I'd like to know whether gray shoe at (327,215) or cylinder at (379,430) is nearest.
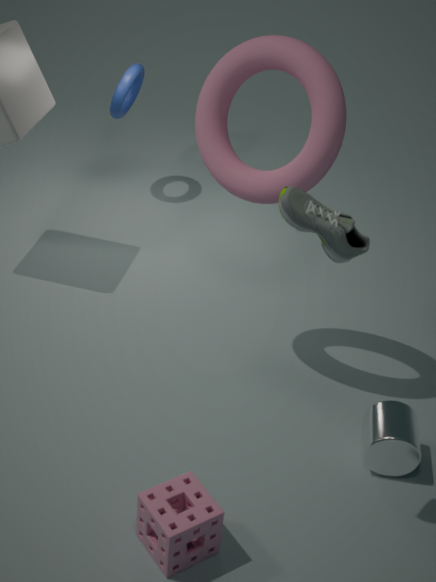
gray shoe at (327,215)
